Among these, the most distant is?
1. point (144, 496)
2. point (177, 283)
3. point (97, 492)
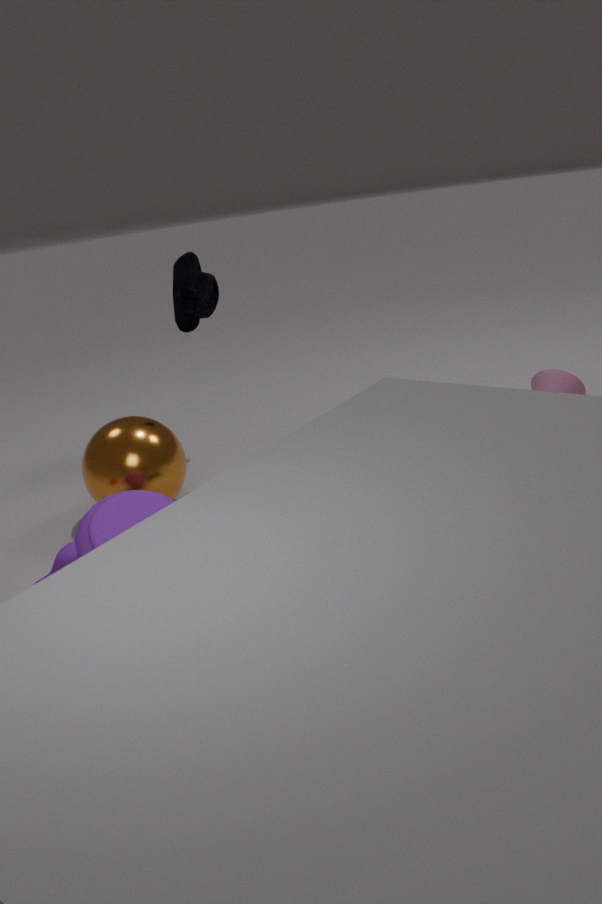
point (177, 283)
